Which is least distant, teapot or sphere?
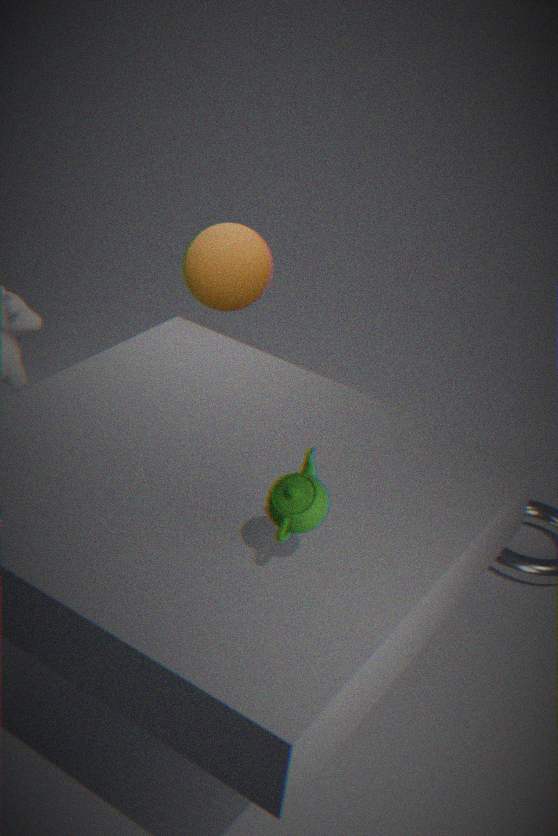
teapot
